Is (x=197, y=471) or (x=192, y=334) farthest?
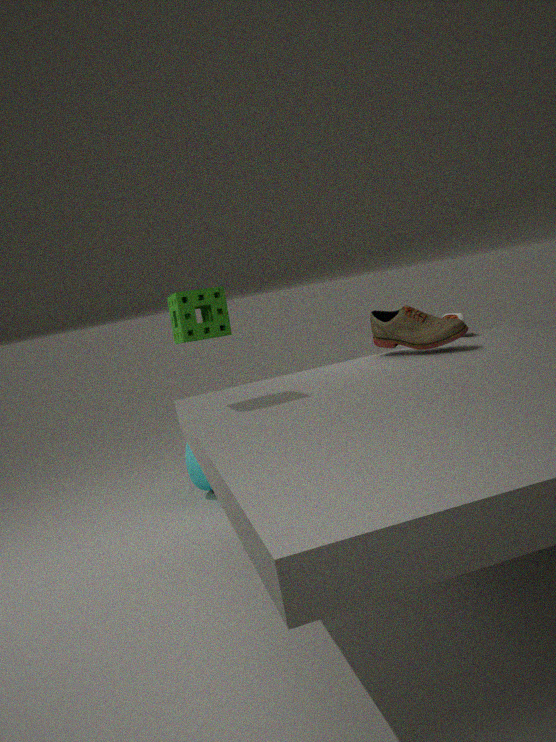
(x=197, y=471)
